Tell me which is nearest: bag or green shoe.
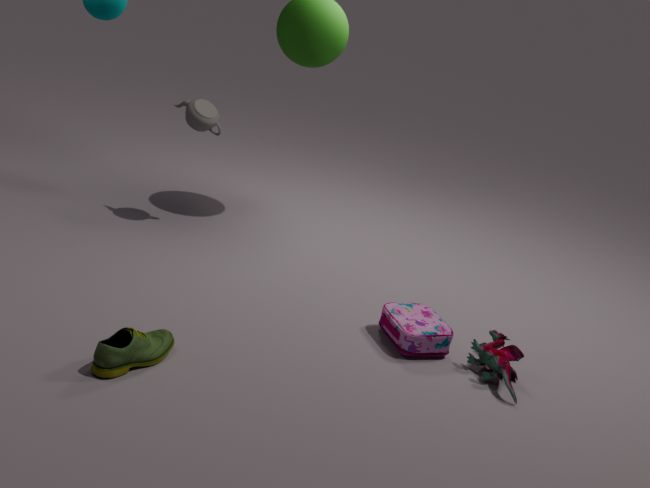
green shoe
